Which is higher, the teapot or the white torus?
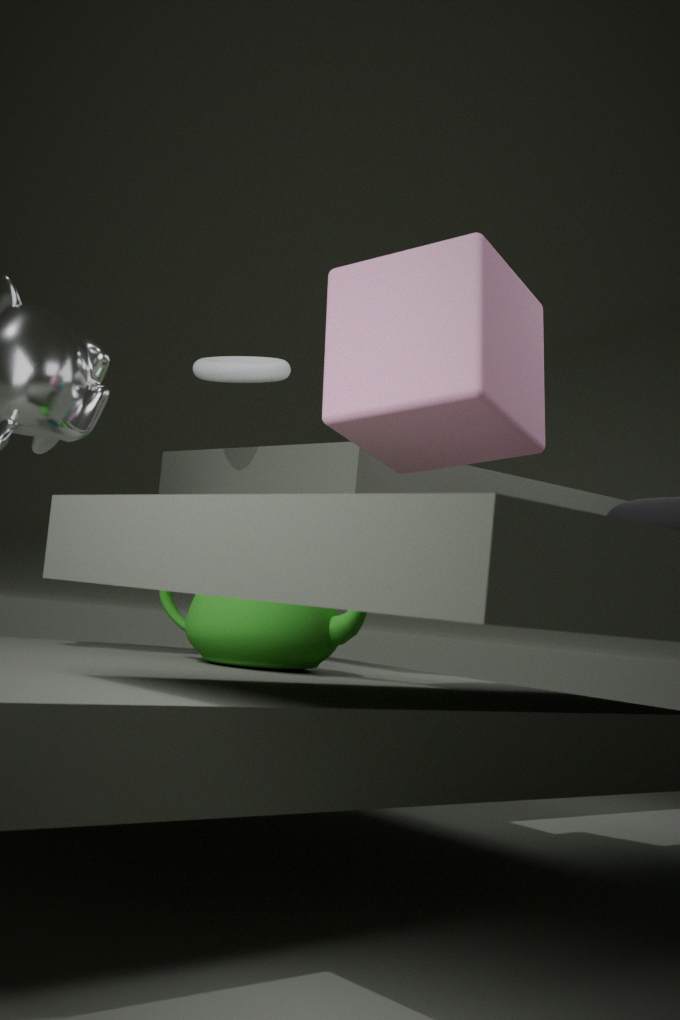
the white torus
